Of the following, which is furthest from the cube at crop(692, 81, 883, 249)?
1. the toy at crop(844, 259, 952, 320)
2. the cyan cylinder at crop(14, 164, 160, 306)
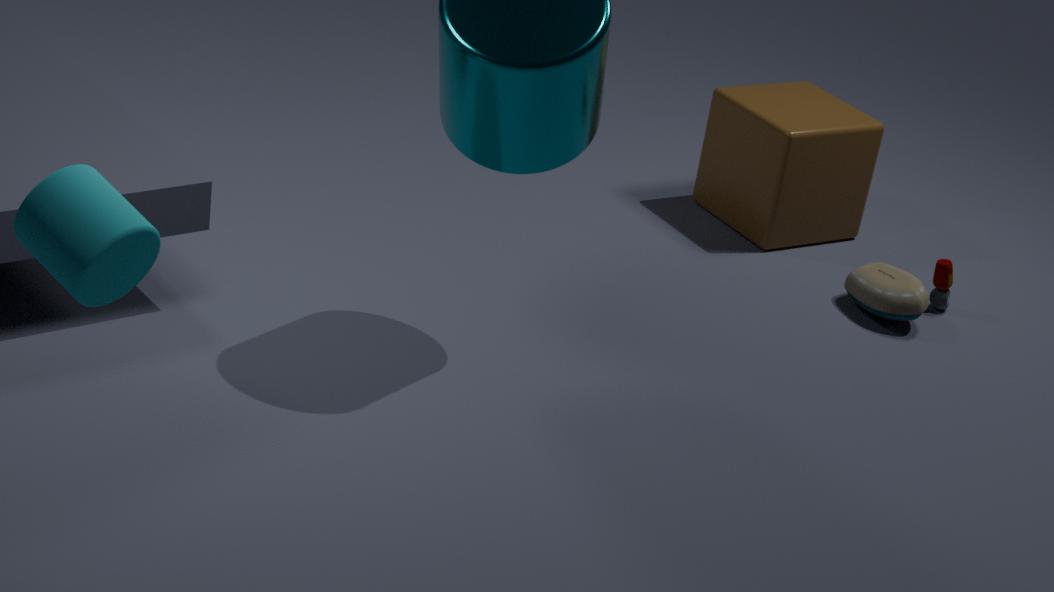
the cyan cylinder at crop(14, 164, 160, 306)
